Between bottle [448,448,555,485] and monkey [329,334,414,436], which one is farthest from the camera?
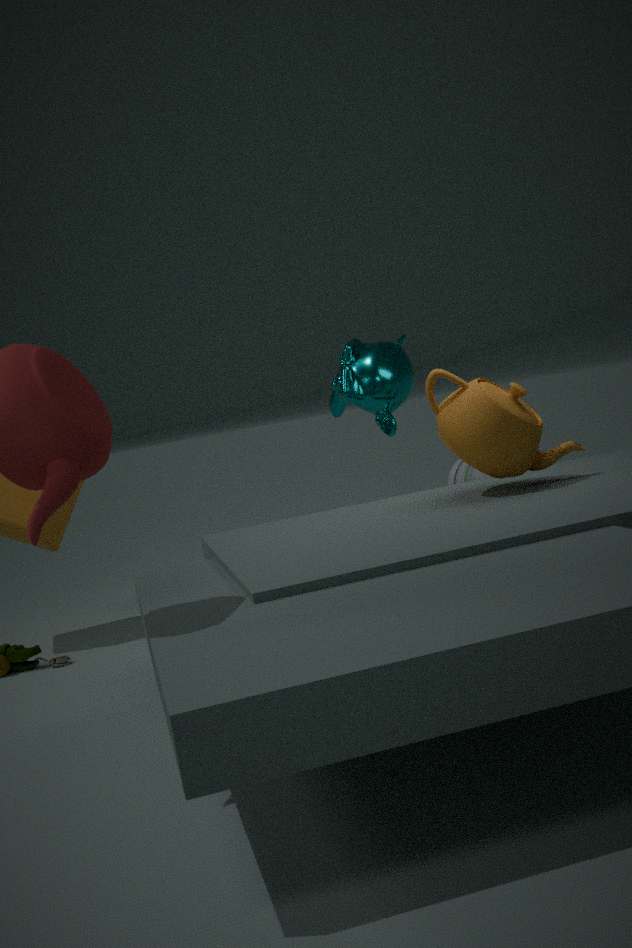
bottle [448,448,555,485]
